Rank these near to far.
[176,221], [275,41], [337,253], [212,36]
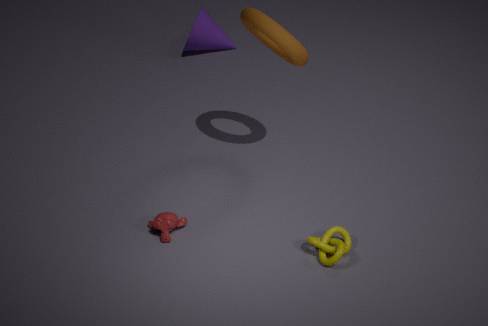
1. [337,253]
2. [275,41]
3. [176,221]
4. [212,36]
